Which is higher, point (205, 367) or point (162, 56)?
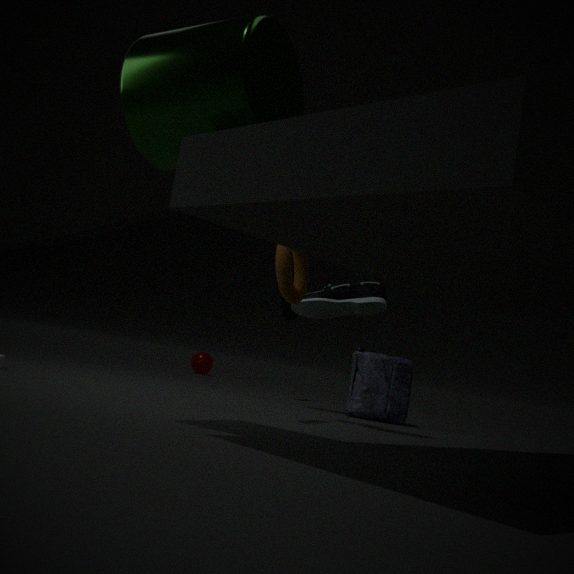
point (162, 56)
